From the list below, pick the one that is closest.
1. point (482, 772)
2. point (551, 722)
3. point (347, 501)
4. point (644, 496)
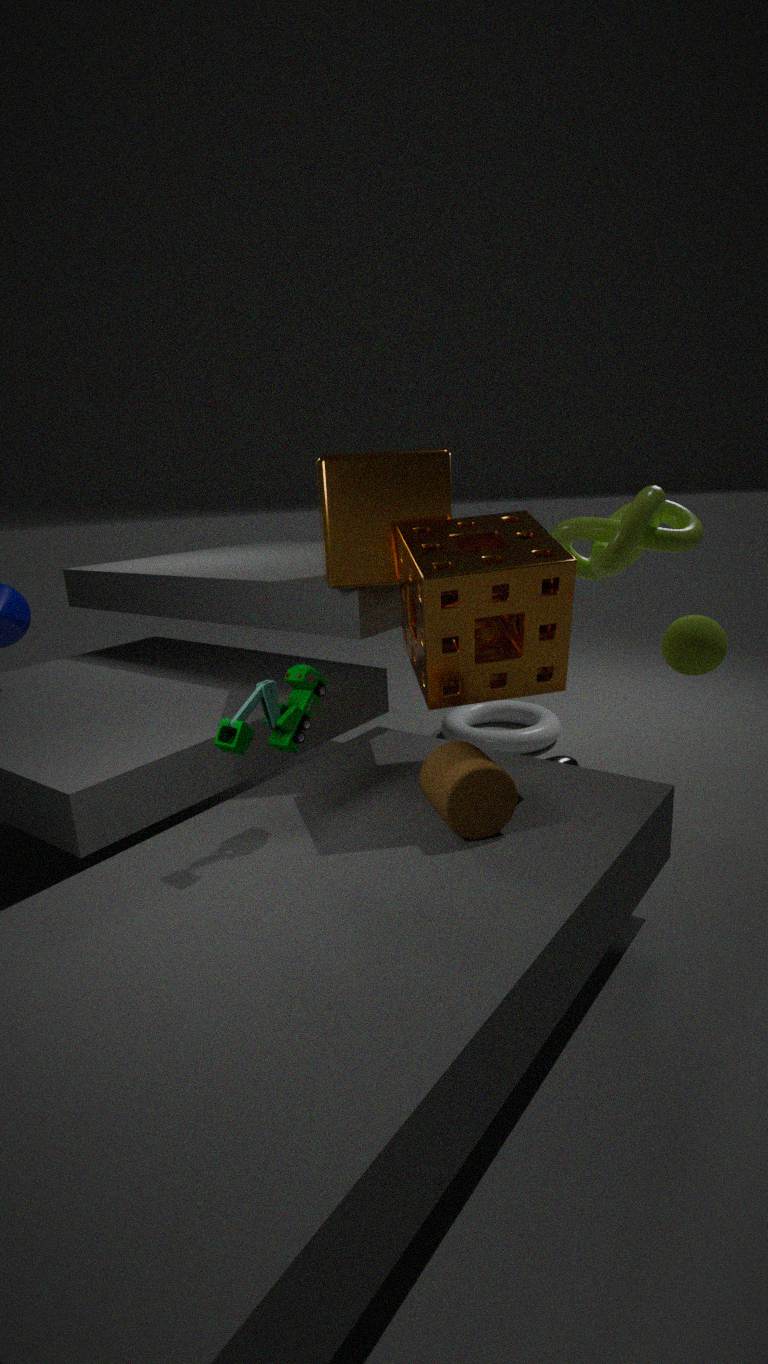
point (482, 772)
